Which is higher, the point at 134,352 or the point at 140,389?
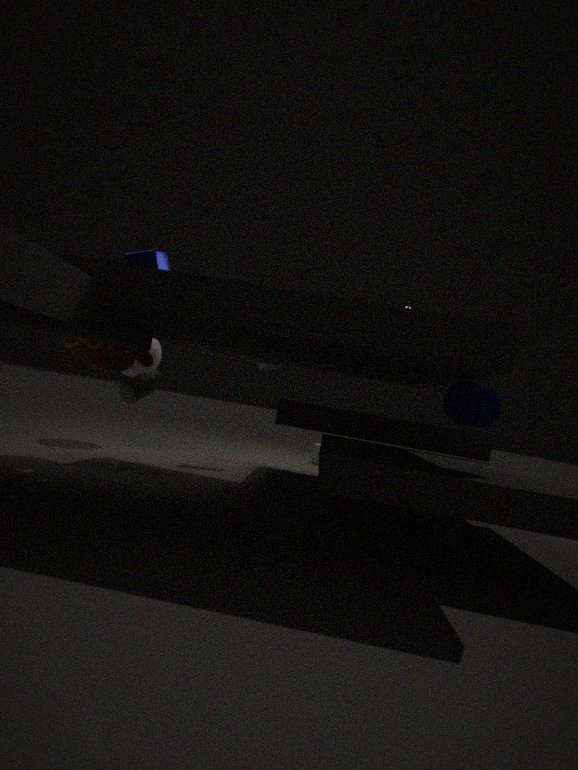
the point at 134,352
